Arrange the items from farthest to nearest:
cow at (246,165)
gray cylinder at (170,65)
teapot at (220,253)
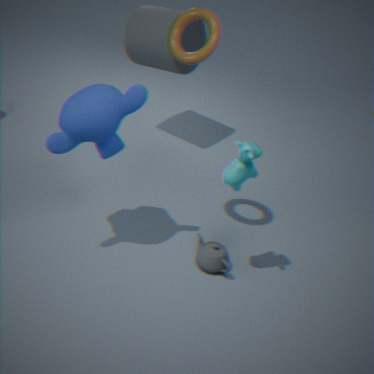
1. gray cylinder at (170,65)
2. teapot at (220,253)
3. cow at (246,165)
